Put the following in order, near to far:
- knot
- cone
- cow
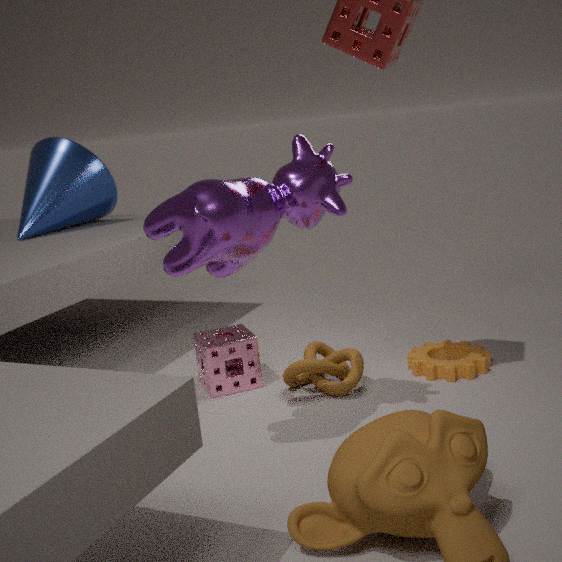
cow
knot
cone
